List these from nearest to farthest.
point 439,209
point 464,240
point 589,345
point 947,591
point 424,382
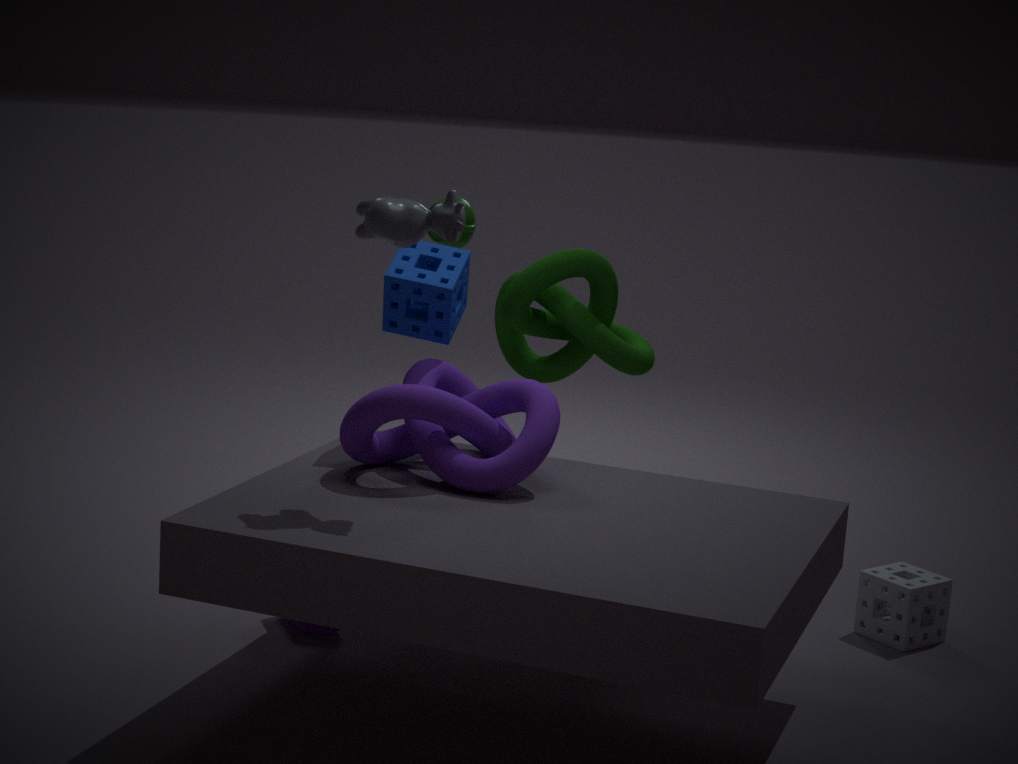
point 439,209 → point 424,382 → point 947,591 → point 589,345 → point 464,240
